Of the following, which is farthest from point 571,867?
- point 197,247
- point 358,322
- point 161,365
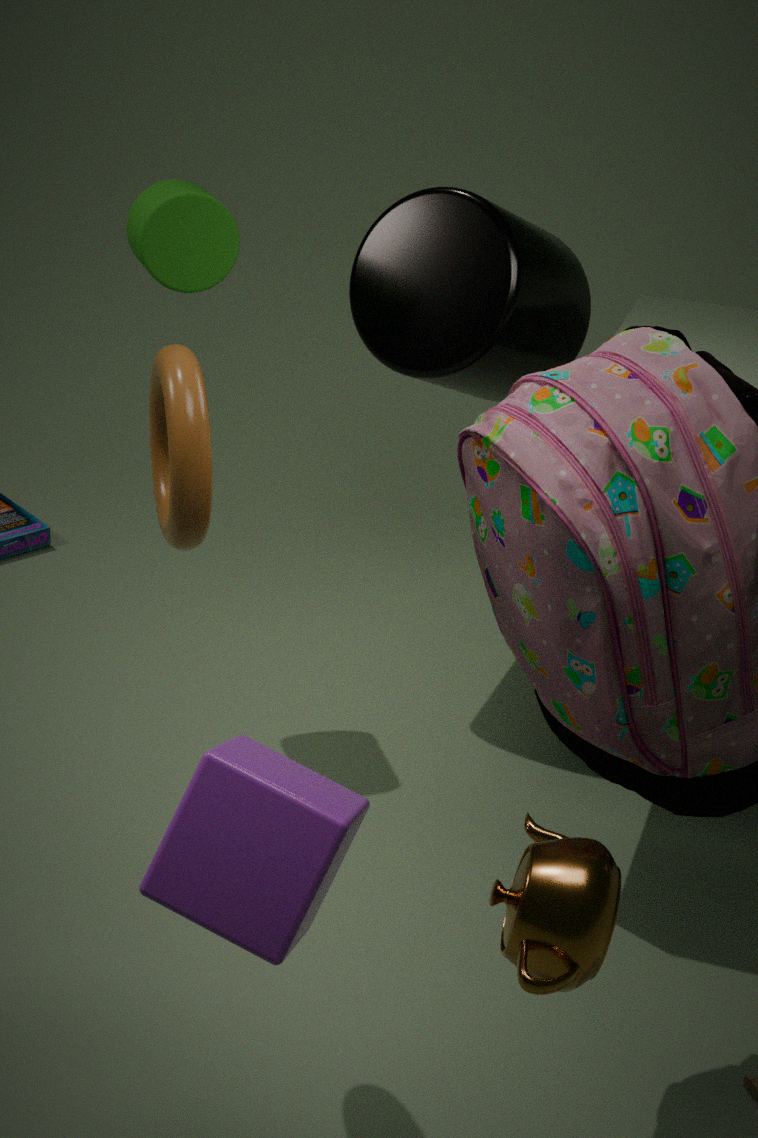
point 358,322
